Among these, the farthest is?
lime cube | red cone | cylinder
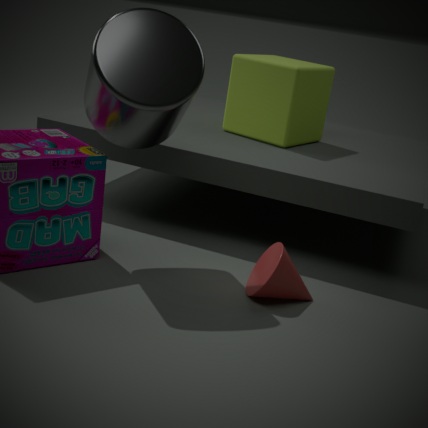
lime cube
